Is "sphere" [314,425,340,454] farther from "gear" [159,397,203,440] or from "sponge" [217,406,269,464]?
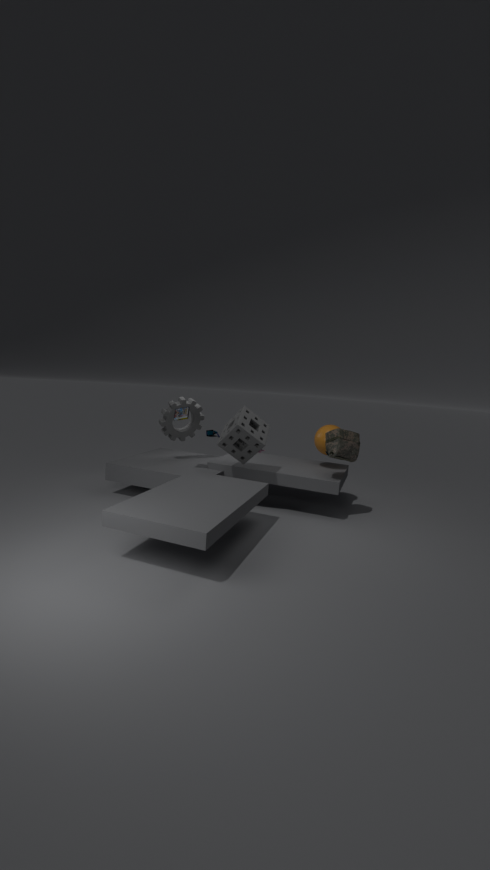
"gear" [159,397,203,440]
